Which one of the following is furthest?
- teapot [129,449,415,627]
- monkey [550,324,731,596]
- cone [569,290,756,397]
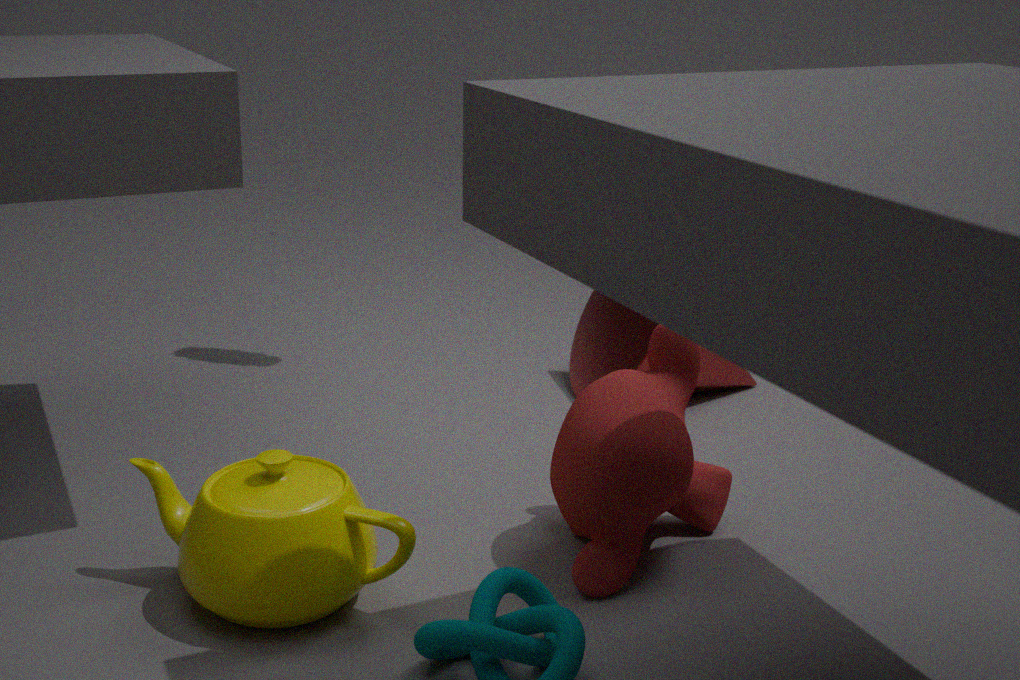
cone [569,290,756,397]
